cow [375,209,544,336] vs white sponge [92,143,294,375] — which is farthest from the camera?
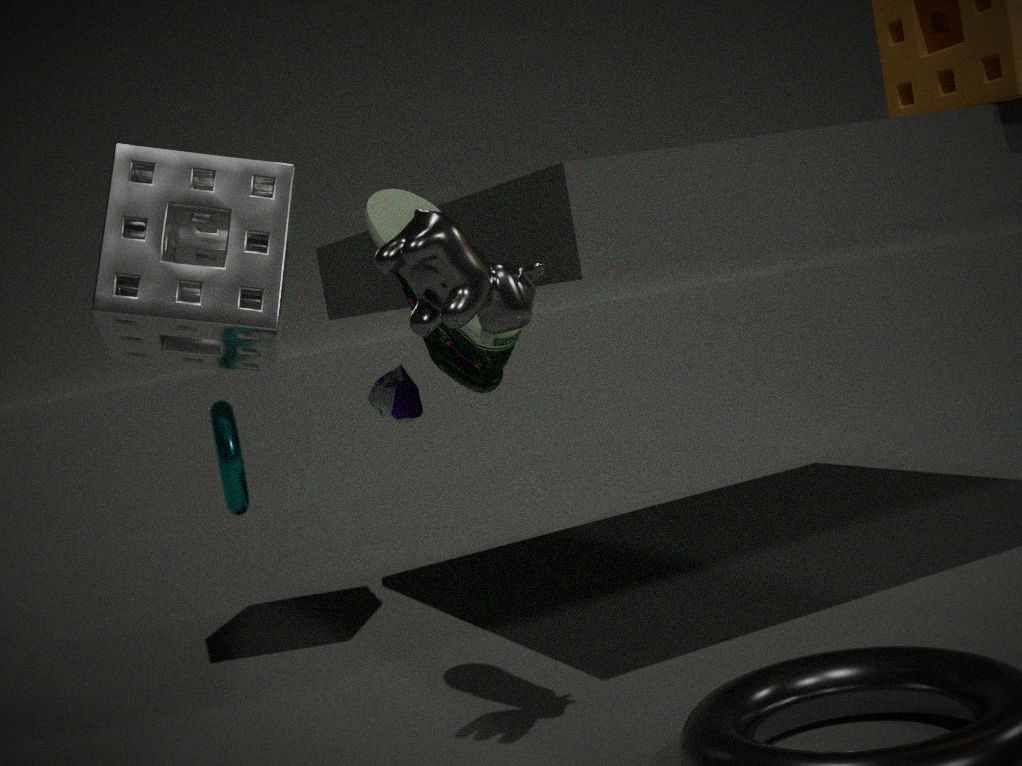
white sponge [92,143,294,375]
